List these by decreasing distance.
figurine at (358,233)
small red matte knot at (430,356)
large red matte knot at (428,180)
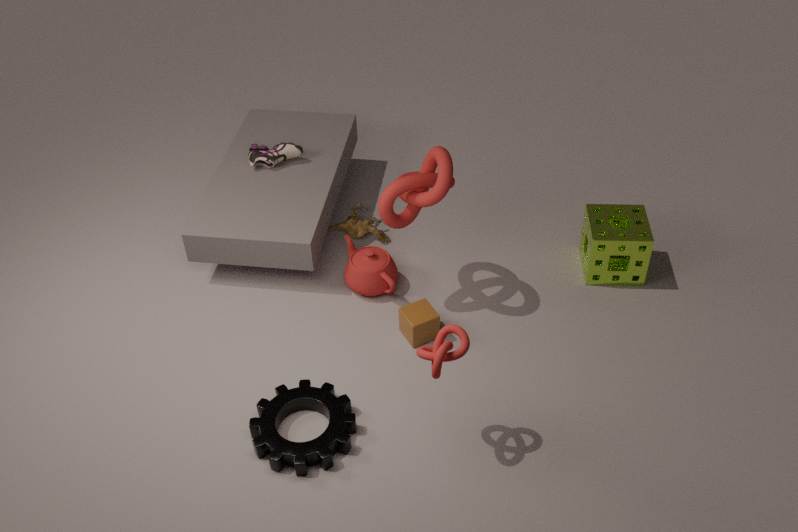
figurine at (358,233)
large red matte knot at (428,180)
small red matte knot at (430,356)
